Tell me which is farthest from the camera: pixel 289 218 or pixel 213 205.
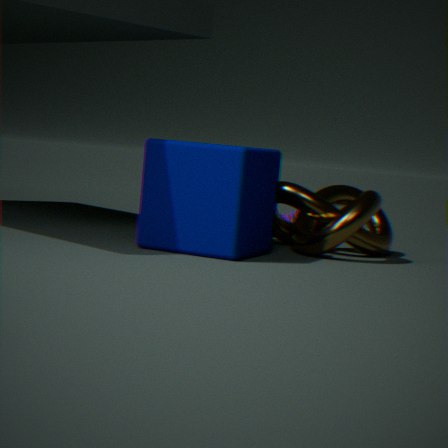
pixel 289 218
